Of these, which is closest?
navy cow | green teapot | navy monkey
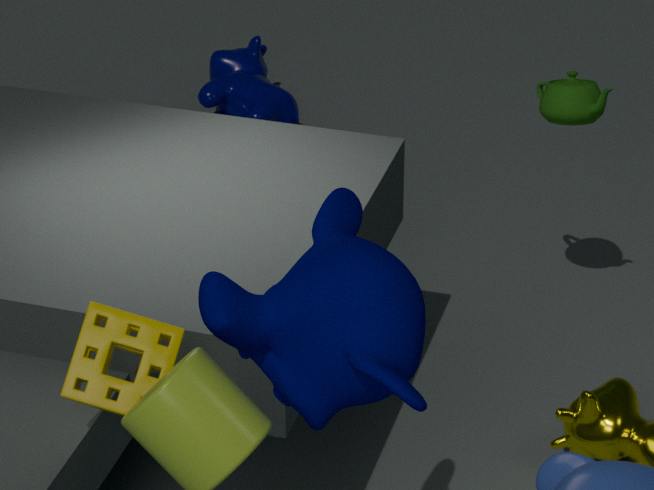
navy monkey
